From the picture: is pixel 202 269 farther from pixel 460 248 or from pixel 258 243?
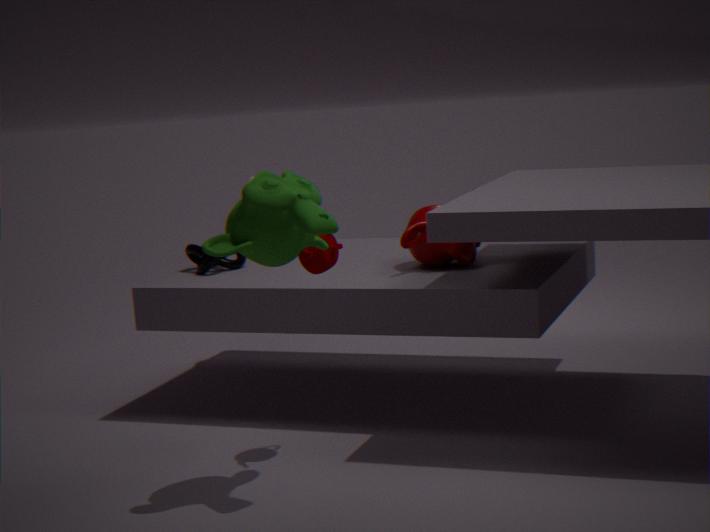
pixel 258 243
